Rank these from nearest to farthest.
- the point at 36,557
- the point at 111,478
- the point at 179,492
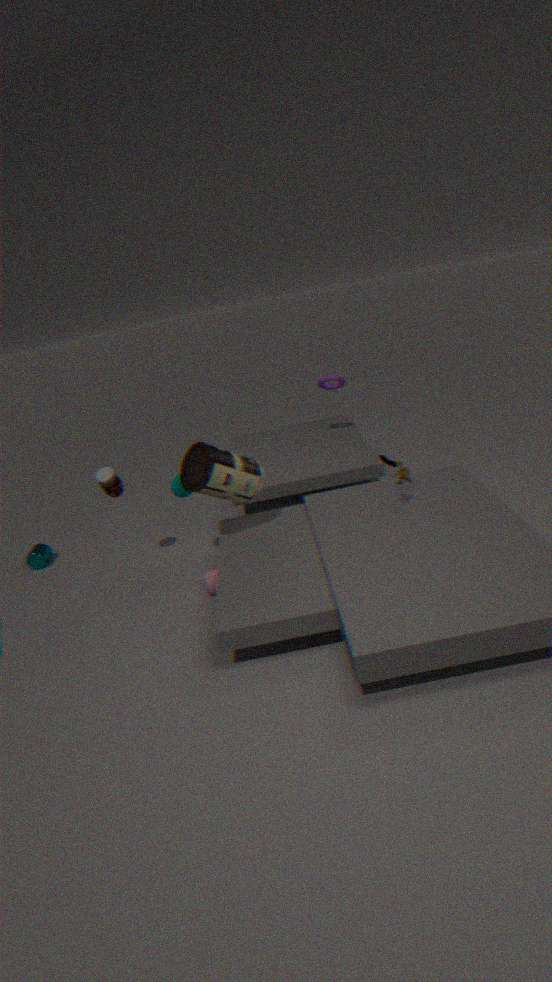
the point at 179,492 < the point at 111,478 < the point at 36,557
